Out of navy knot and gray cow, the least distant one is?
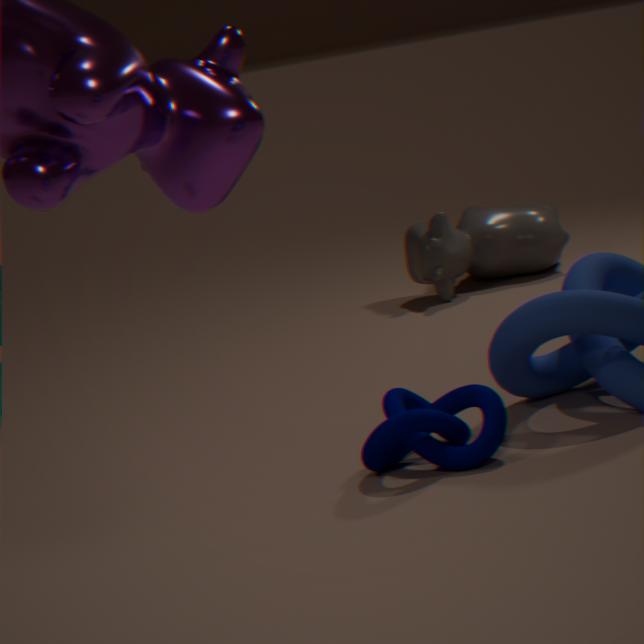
navy knot
